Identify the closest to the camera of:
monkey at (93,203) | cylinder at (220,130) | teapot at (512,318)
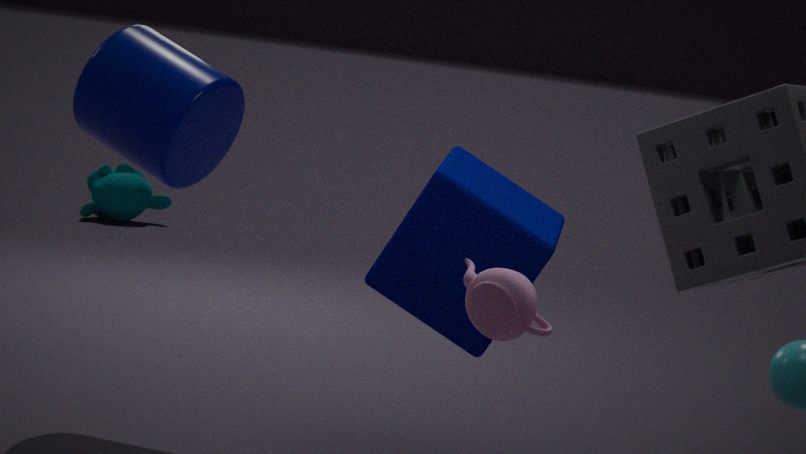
teapot at (512,318)
